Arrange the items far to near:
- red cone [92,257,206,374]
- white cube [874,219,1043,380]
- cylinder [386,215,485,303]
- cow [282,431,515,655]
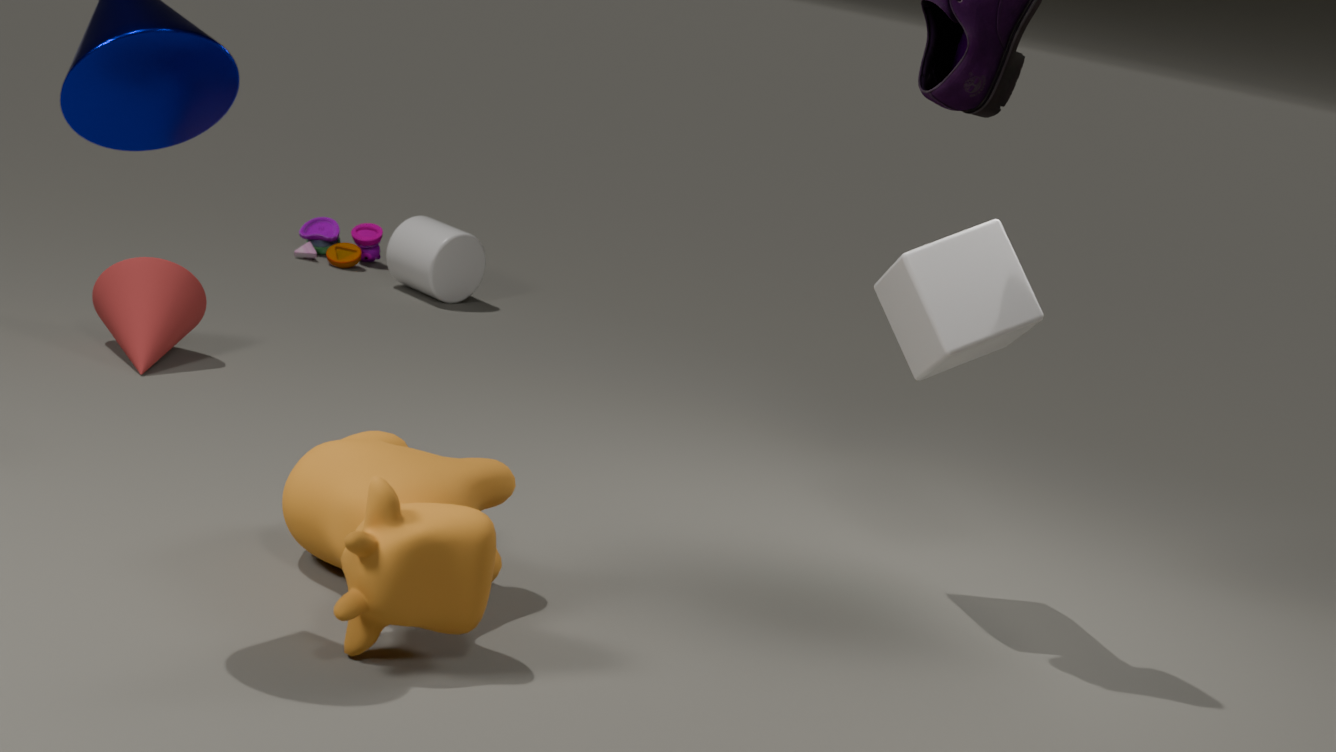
1. cylinder [386,215,485,303]
2. red cone [92,257,206,374]
3. white cube [874,219,1043,380]
4. cow [282,431,515,655]
